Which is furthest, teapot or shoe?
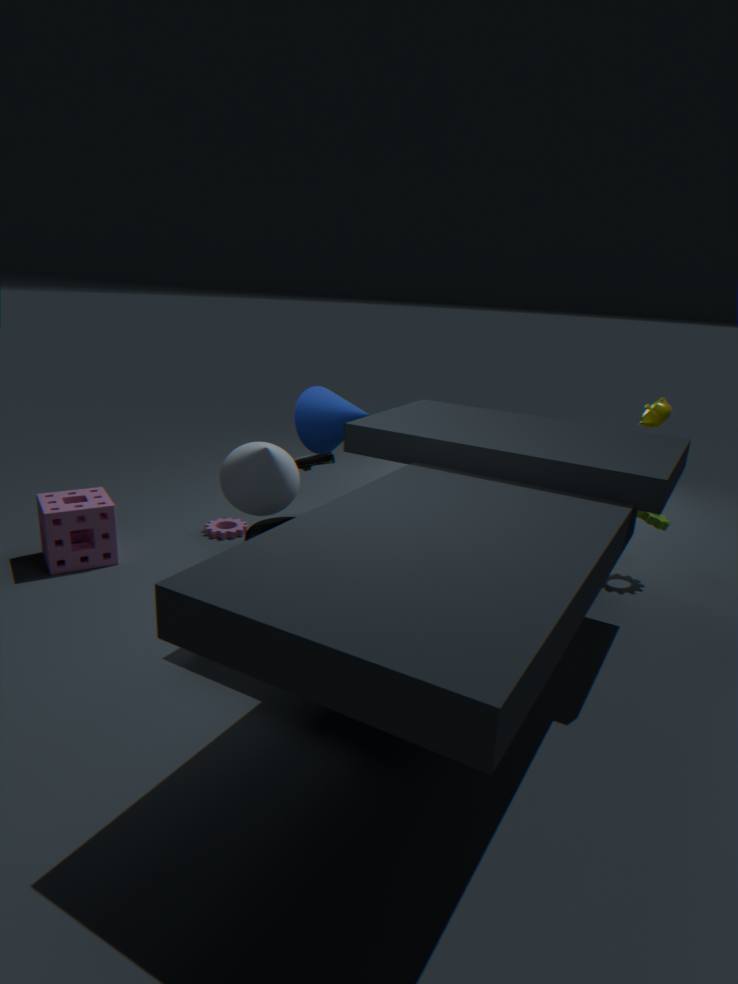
shoe
